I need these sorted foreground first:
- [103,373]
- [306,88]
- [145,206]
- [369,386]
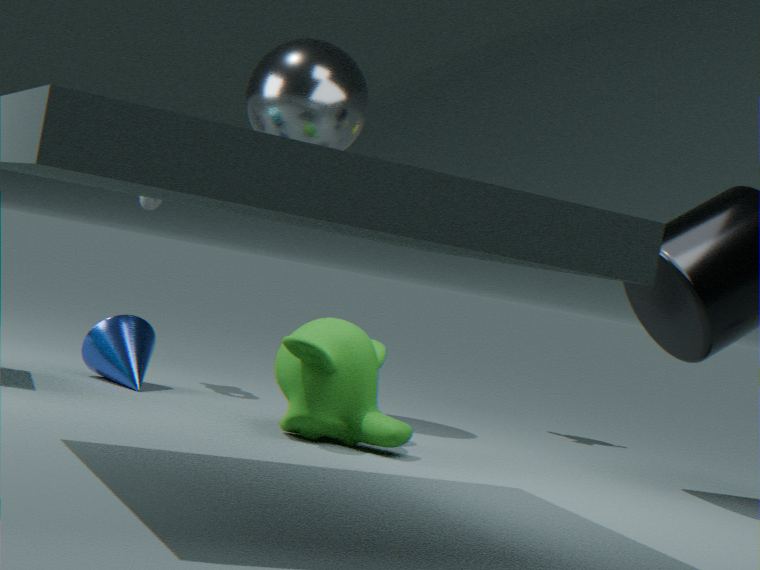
[369,386] → [306,88] → [103,373] → [145,206]
